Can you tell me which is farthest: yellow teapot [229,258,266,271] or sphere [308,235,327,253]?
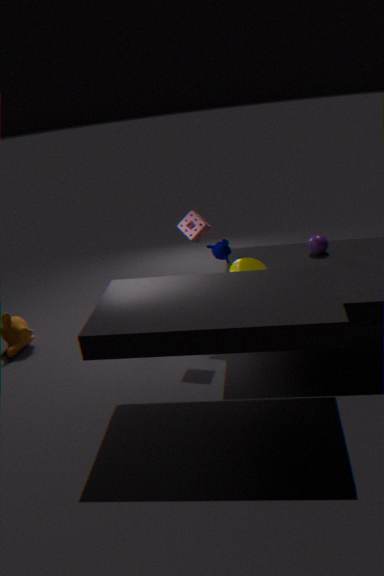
sphere [308,235,327,253]
